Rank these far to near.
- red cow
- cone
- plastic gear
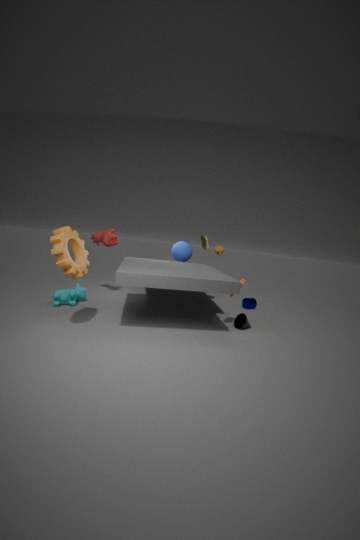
1. red cow
2. cone
3. plastic gear
